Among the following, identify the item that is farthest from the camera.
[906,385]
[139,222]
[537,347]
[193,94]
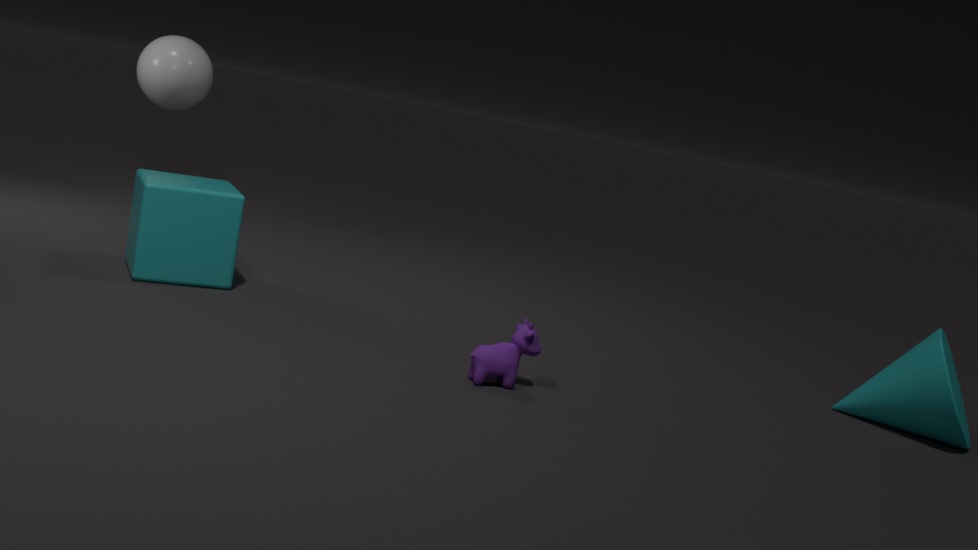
[193,94]
